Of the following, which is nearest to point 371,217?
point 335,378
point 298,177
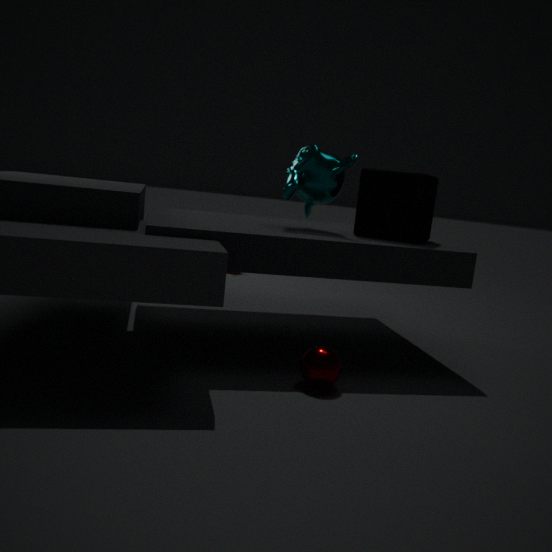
point 298,177
